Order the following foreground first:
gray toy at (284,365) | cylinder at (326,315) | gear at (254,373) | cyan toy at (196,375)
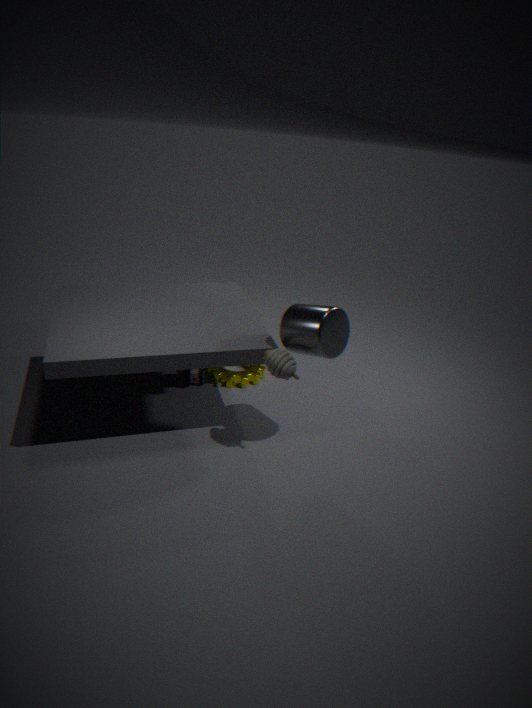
cylinder at (326,315)
gray toy at (284,365)
cyan toy at (196,375)
gear at (254,373)
